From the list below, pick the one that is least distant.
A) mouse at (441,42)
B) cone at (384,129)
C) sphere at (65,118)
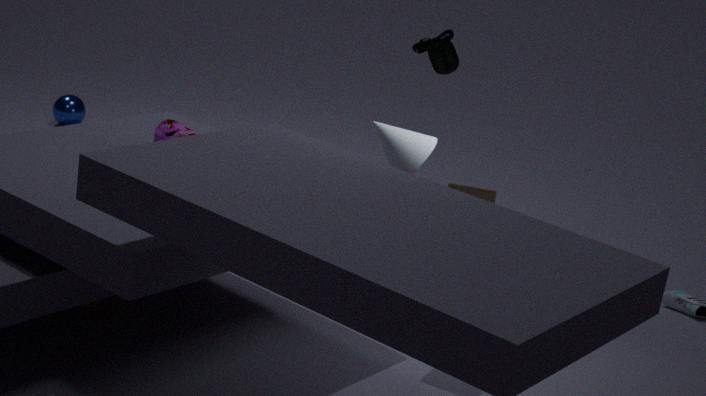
cone at (384,129)
